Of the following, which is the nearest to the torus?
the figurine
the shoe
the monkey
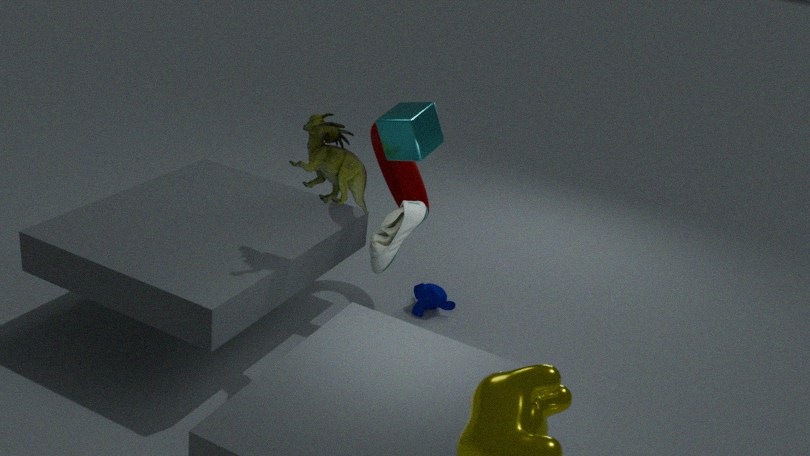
the monkey
